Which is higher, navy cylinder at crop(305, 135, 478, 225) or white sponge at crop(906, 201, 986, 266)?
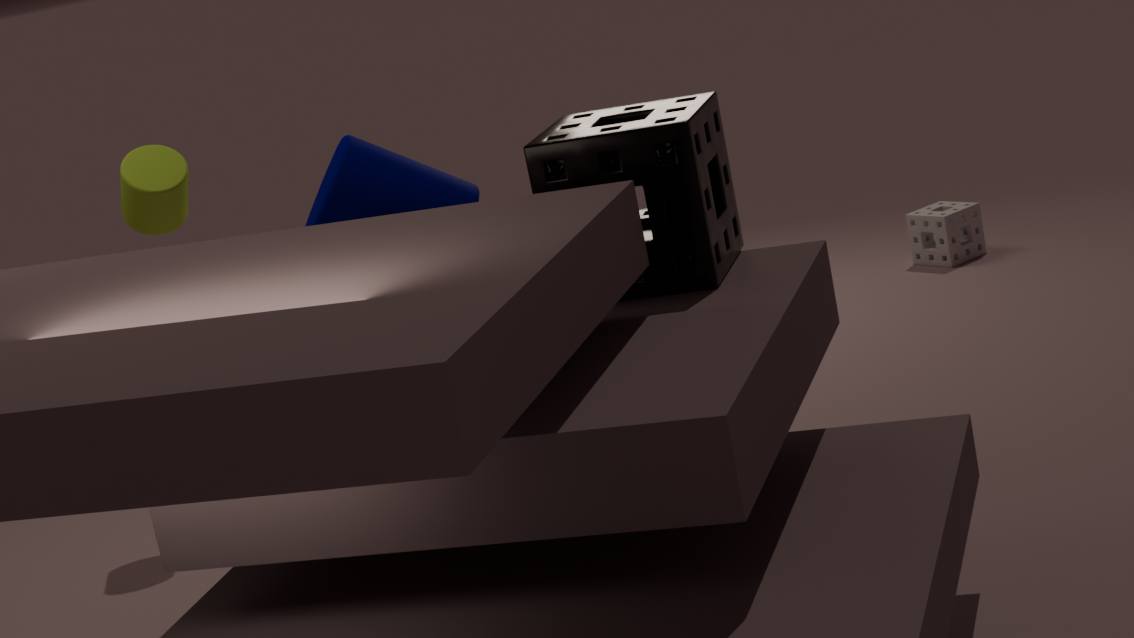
navy cylinder at crop(305, 135, 478, 225)
